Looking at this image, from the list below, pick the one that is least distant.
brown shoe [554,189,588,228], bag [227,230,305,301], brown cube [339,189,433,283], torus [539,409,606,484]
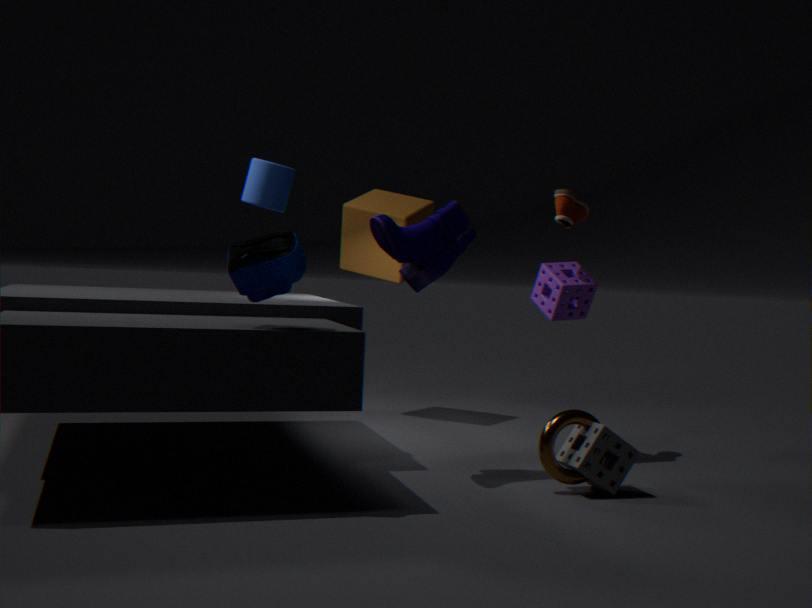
bag [227,230,305,301]
